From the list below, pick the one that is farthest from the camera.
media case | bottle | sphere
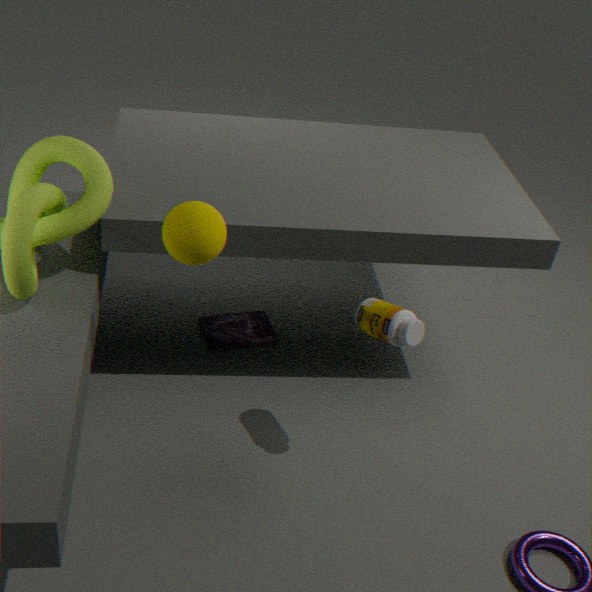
media case
